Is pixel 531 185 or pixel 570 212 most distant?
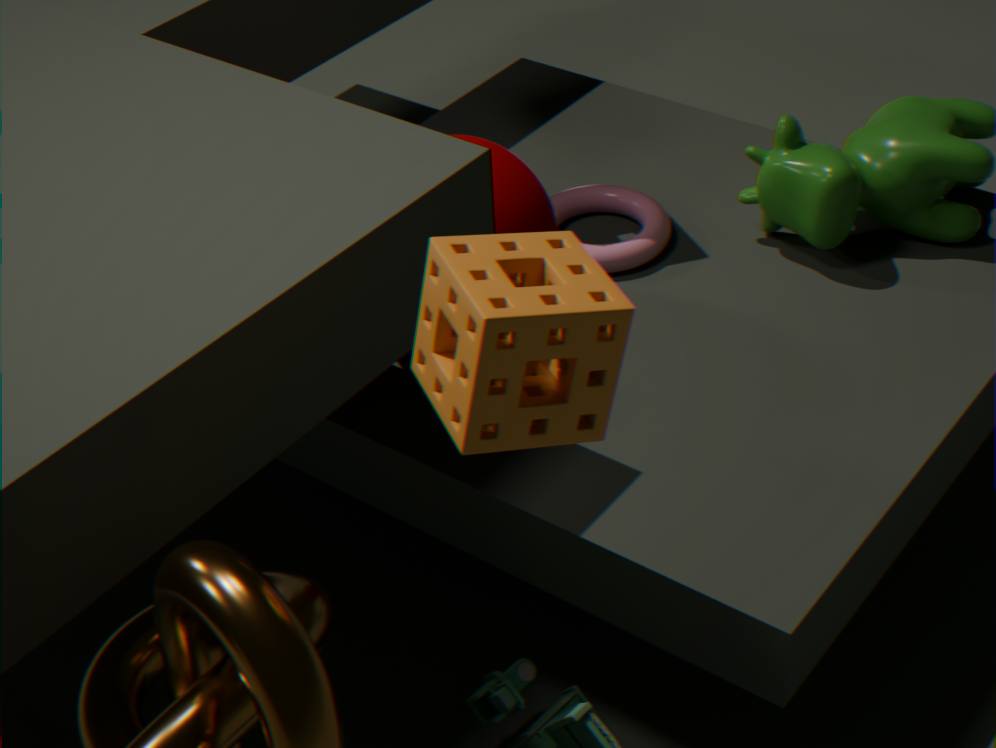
pixel 570 212
